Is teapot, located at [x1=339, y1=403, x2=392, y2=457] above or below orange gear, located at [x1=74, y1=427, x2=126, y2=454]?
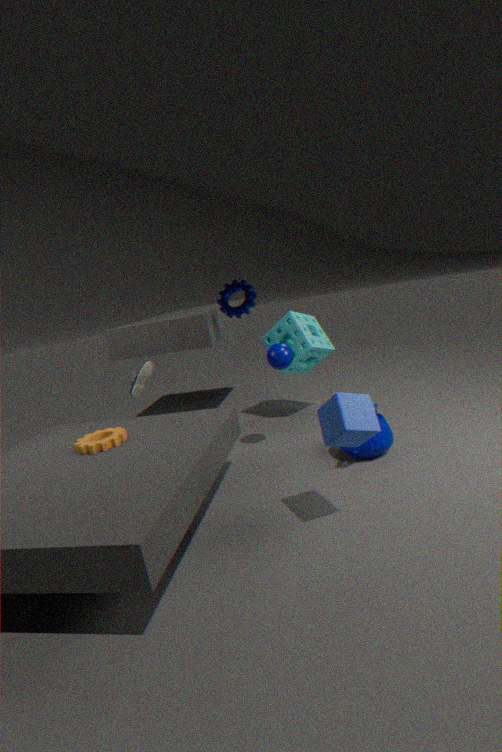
below
